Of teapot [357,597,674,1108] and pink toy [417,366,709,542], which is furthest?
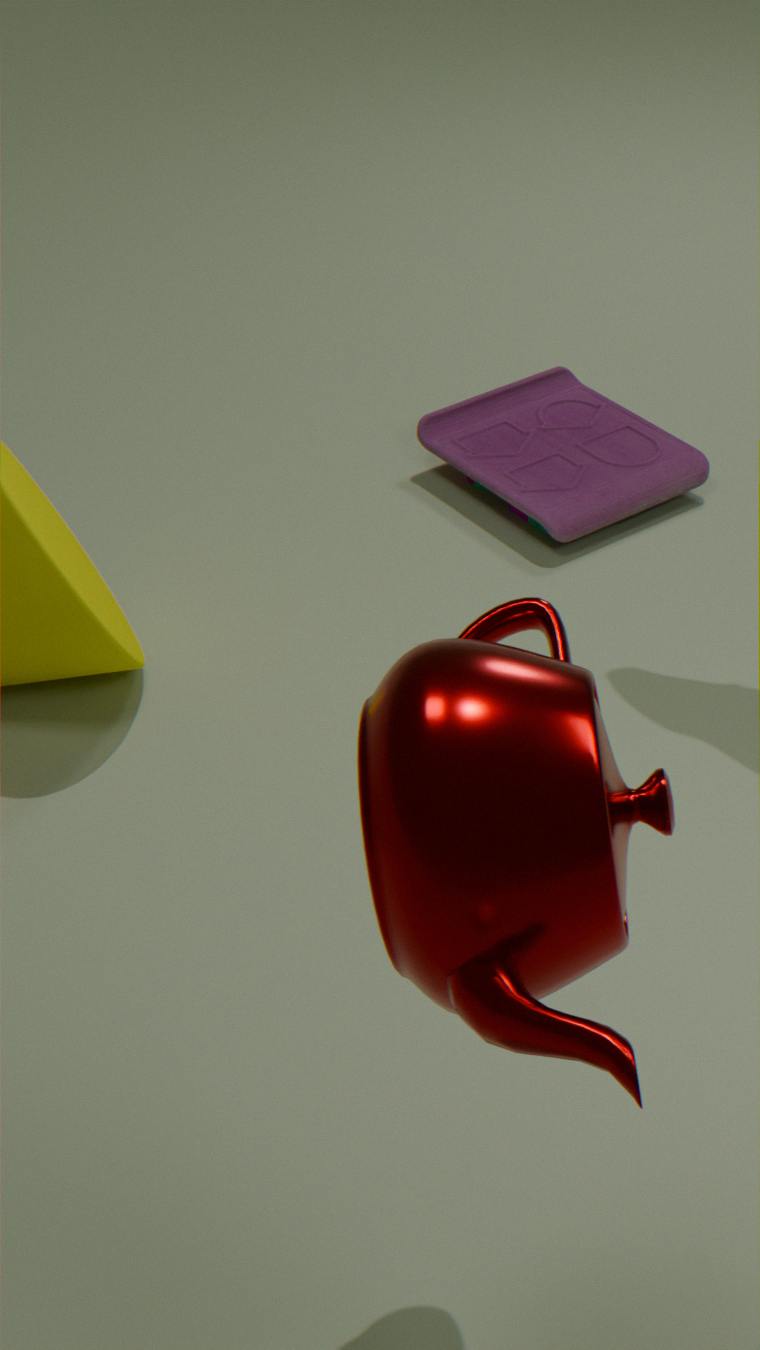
pink toy [417,366,709,542]
